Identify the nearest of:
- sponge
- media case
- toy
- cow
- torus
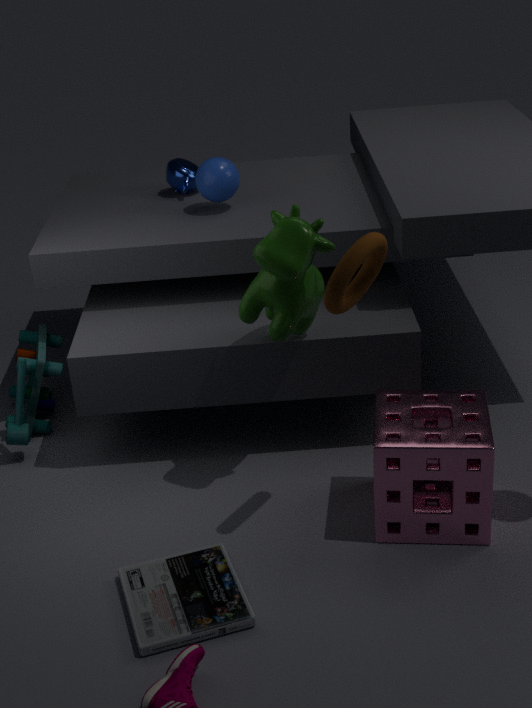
torus
